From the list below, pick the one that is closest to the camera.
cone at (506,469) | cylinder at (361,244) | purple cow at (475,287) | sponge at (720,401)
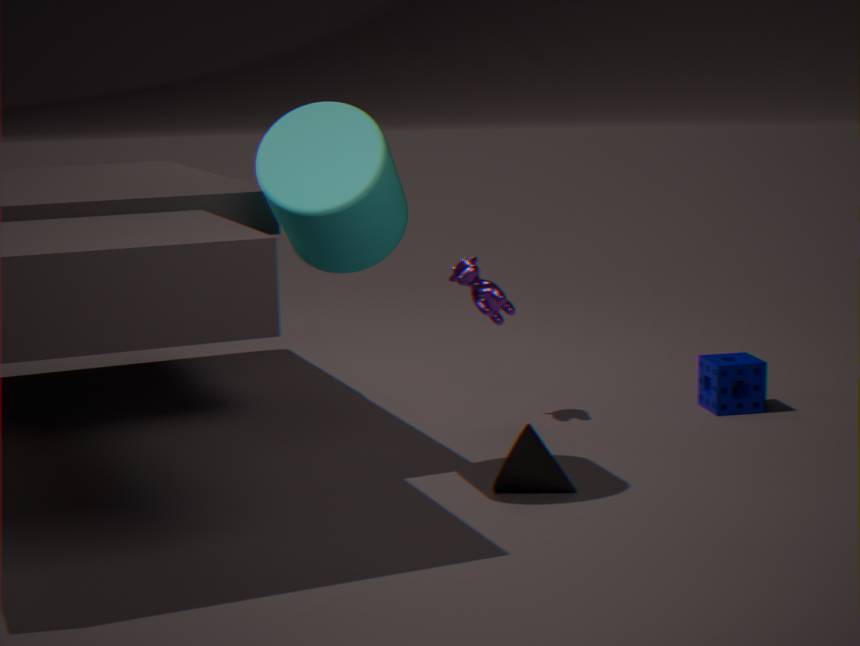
cylinder at (361,244)
